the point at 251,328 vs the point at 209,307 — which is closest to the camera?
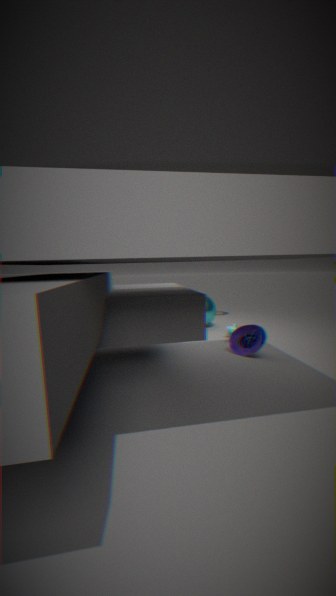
the point at 251,328
